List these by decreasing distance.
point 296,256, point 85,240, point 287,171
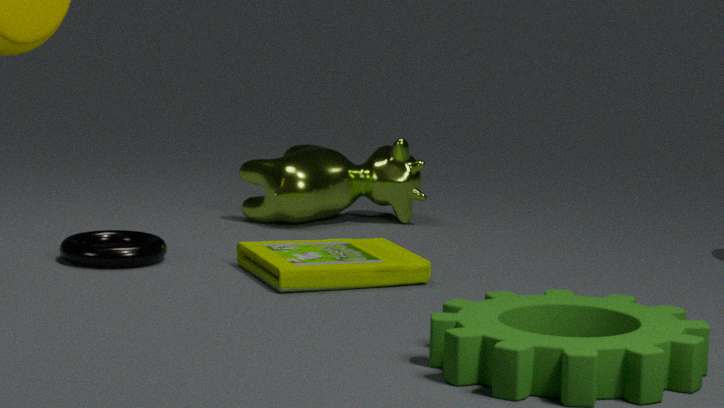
point 287,171 → point 85,240 → point 296,256
